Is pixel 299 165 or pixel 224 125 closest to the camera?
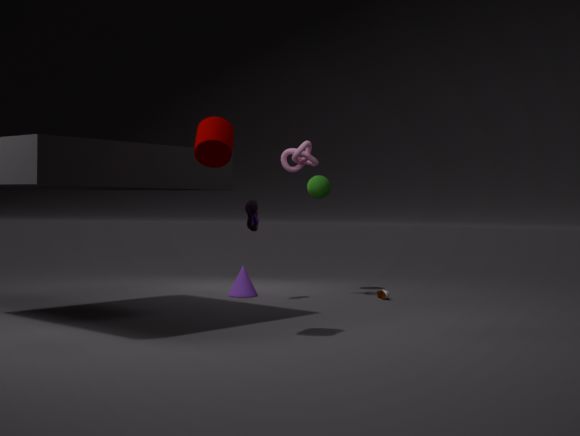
pixel 224 125
